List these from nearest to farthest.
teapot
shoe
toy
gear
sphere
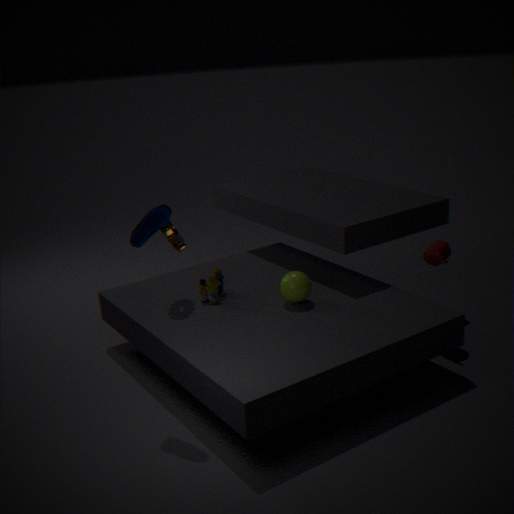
shoe → sphere → gear → teapot → toy
